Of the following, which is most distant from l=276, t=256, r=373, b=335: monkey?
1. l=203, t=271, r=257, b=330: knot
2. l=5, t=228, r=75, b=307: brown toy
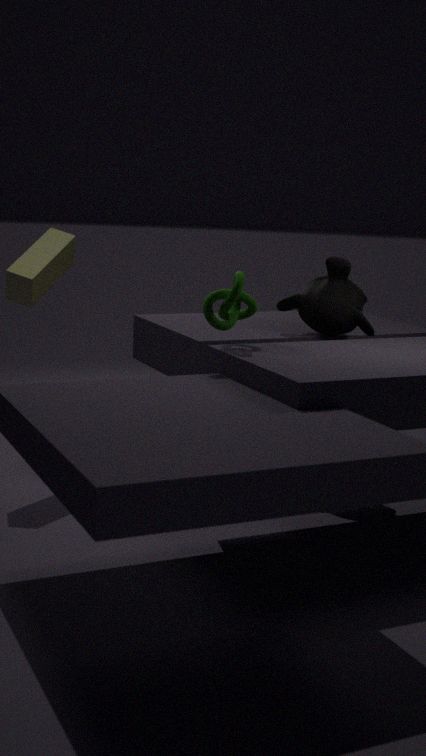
l=5, t=228, r=75, b=307: brown toy
